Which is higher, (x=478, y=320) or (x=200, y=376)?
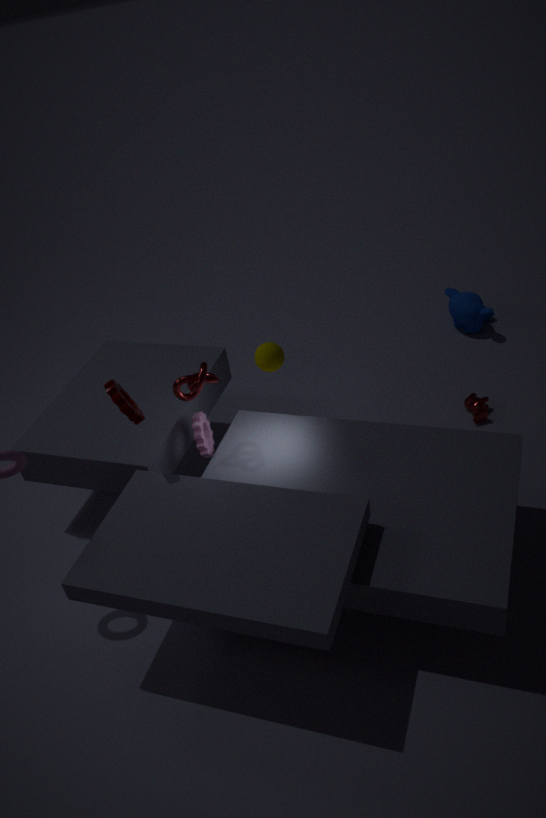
(x=200, y=376)
